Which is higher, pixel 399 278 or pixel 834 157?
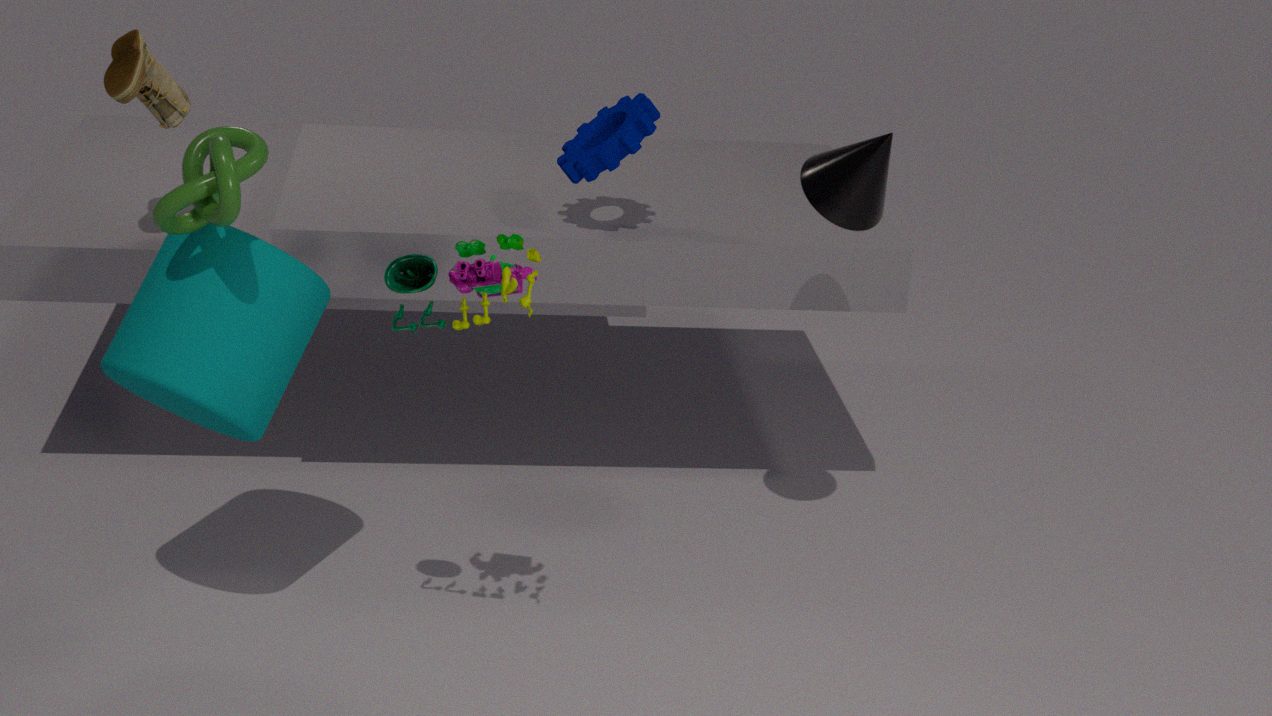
pixel 834 157
